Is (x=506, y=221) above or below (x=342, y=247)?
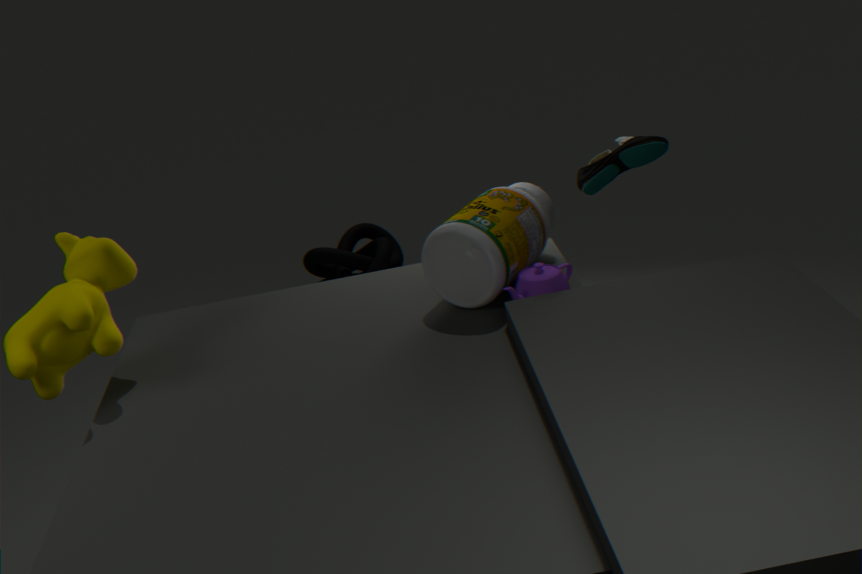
above
